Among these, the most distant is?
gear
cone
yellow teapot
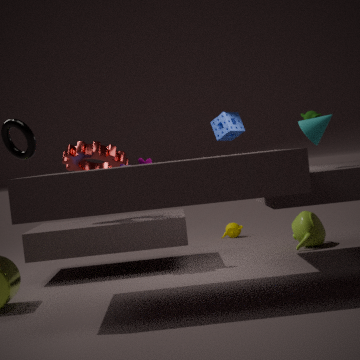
yellow teapot
